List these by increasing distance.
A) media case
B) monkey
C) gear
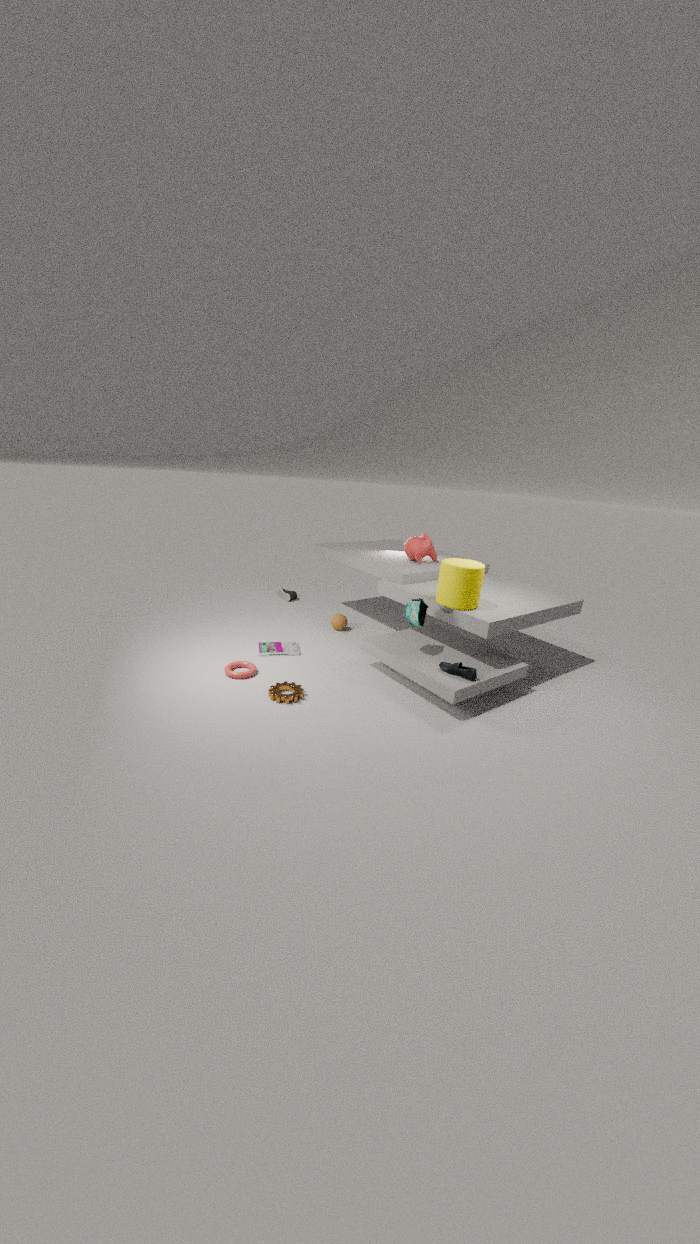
gear, media case, monkey
